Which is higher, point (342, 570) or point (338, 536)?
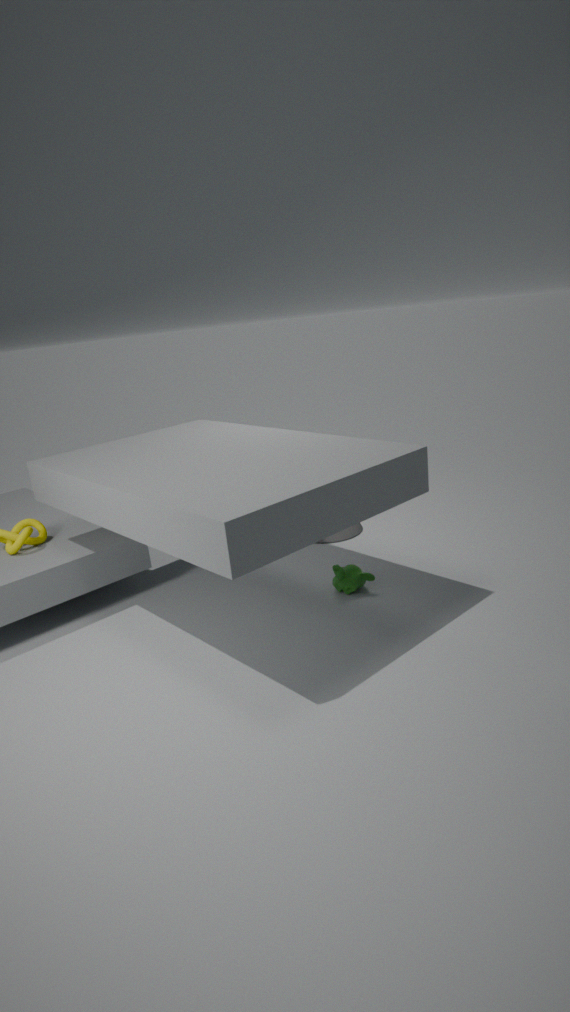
point (338, 536)
